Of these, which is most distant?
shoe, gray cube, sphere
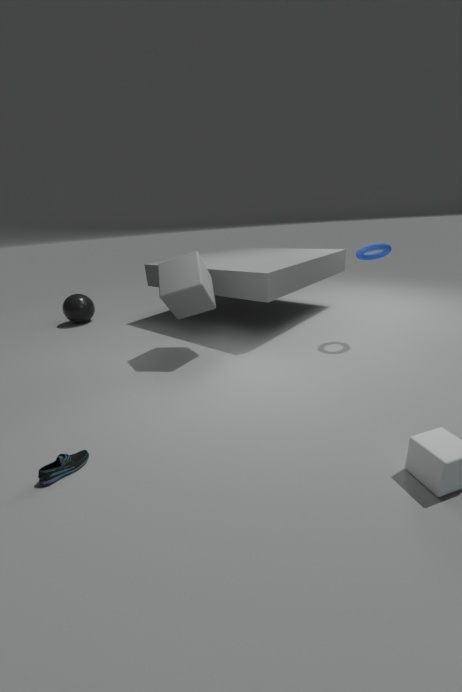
sphere
